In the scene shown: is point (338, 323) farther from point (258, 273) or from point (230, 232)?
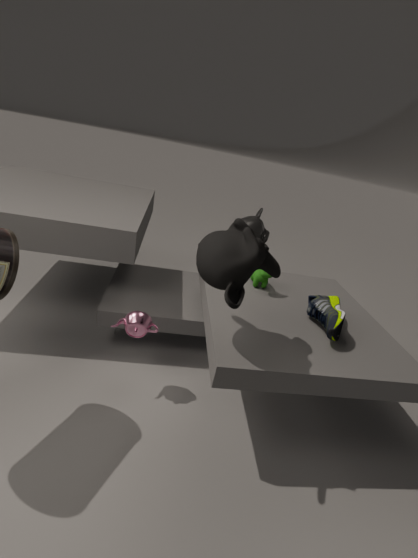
point (230, 232)
